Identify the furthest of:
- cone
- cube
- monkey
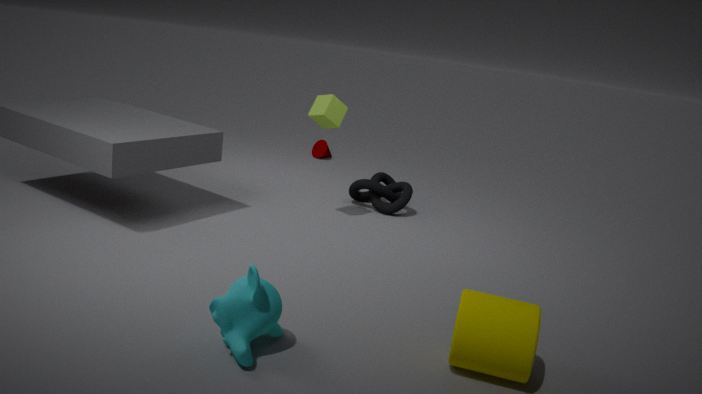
cone
